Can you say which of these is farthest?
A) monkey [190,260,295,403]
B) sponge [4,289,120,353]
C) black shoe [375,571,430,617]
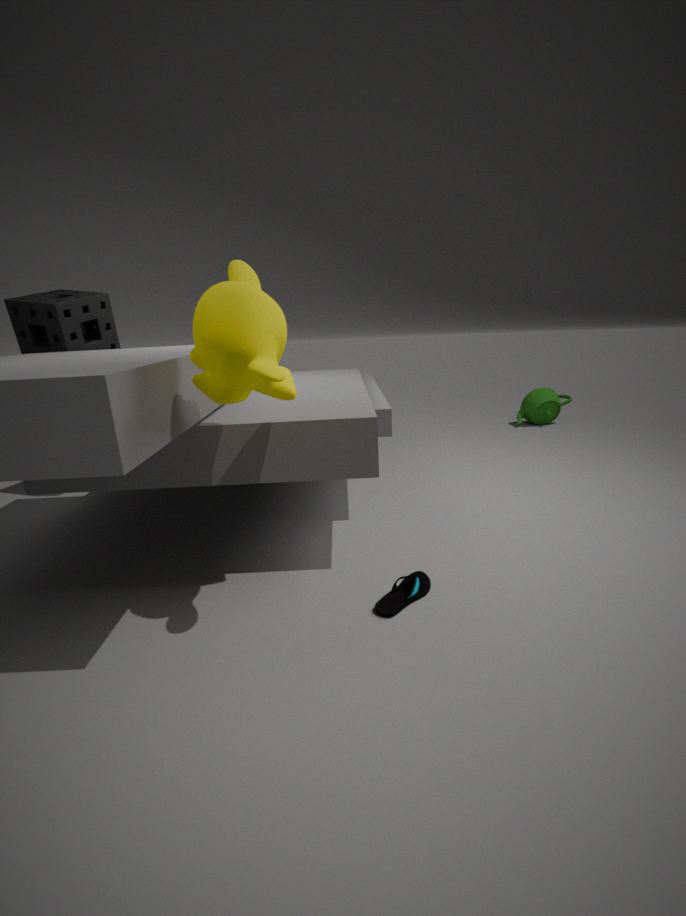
sponge [4,289,120,353]
